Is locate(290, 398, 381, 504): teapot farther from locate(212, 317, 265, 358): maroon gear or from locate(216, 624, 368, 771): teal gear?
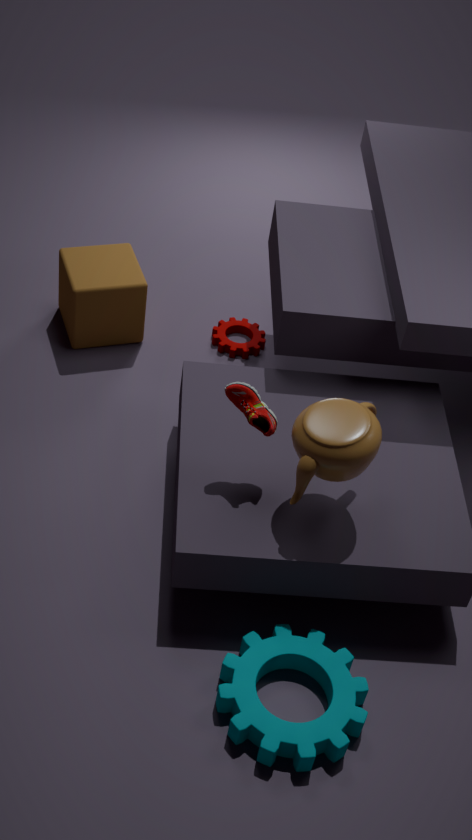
locate(212, 317, 265, 358): maroon gear
